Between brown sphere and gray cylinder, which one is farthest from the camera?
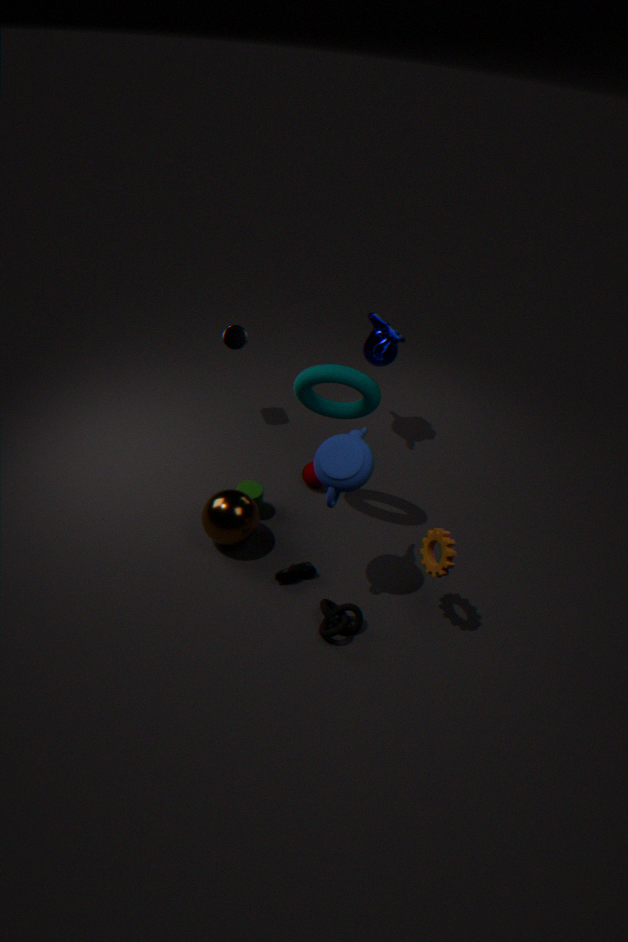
gray cylinder
